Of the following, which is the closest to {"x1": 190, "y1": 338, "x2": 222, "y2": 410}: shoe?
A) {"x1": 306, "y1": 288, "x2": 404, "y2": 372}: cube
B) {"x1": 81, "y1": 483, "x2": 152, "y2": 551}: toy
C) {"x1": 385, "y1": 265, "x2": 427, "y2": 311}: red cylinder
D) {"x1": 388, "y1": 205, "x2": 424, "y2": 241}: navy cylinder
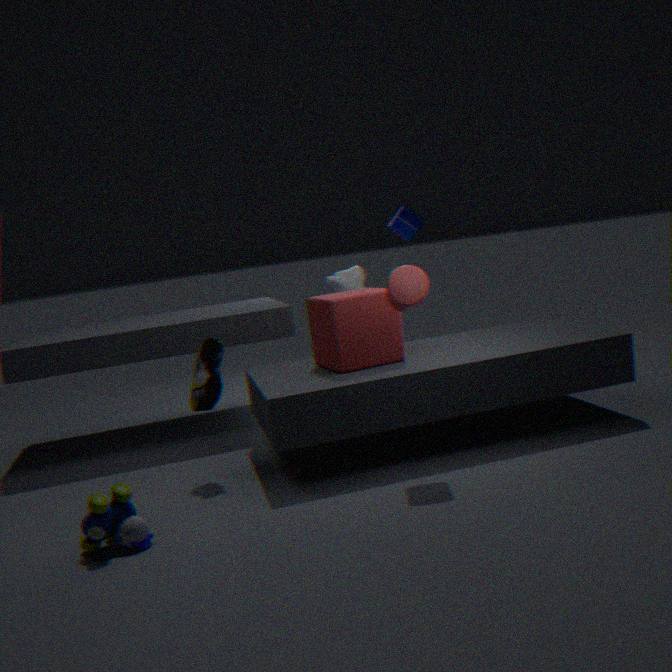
{"x1": 306, "y1": 288, "x2": 404, "y2": 372}: cube
